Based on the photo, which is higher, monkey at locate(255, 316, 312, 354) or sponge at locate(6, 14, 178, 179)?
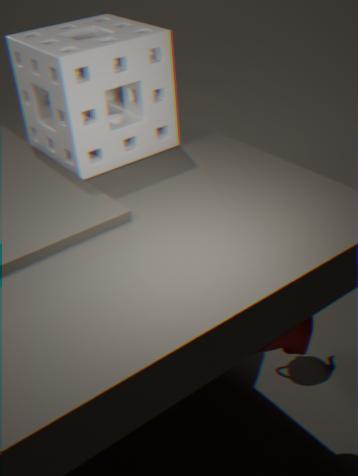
sponge at locate(6, 14, 178, 179)
